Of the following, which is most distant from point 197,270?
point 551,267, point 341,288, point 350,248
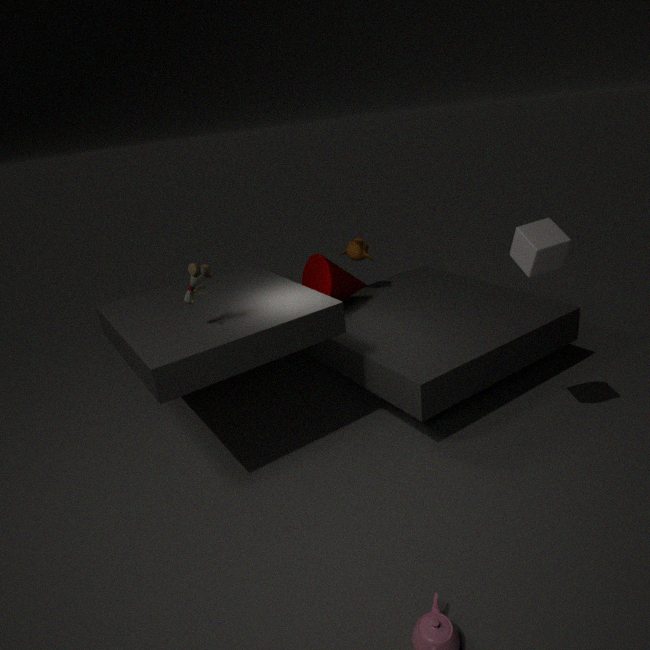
point 551,267
